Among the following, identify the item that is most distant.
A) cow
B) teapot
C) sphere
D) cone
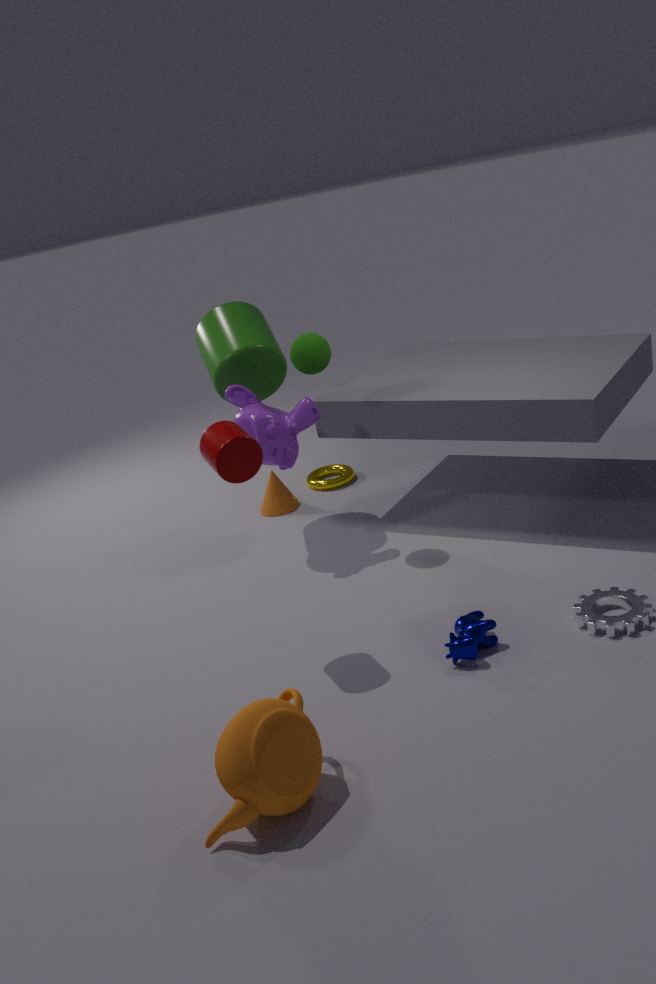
cone
